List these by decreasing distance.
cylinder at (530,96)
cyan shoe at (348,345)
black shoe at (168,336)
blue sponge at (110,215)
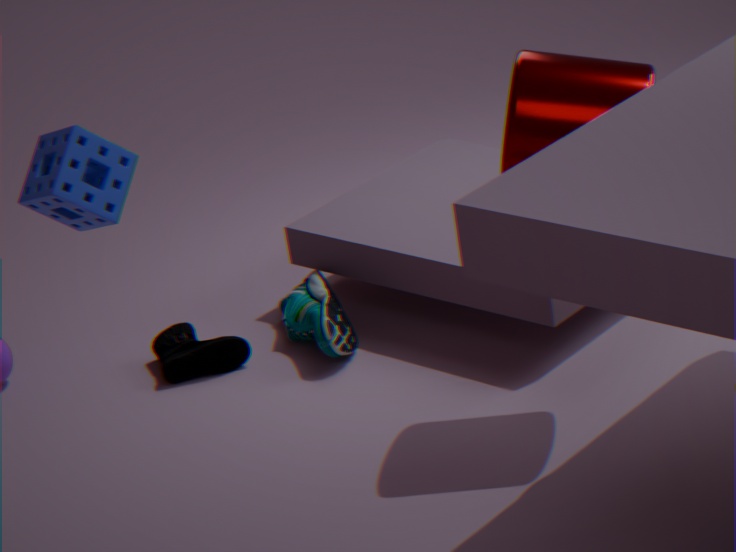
black shoe at (168,336), cyan shoe at (348,345), cylinder at (530,96), blue sponge at (110,215)
